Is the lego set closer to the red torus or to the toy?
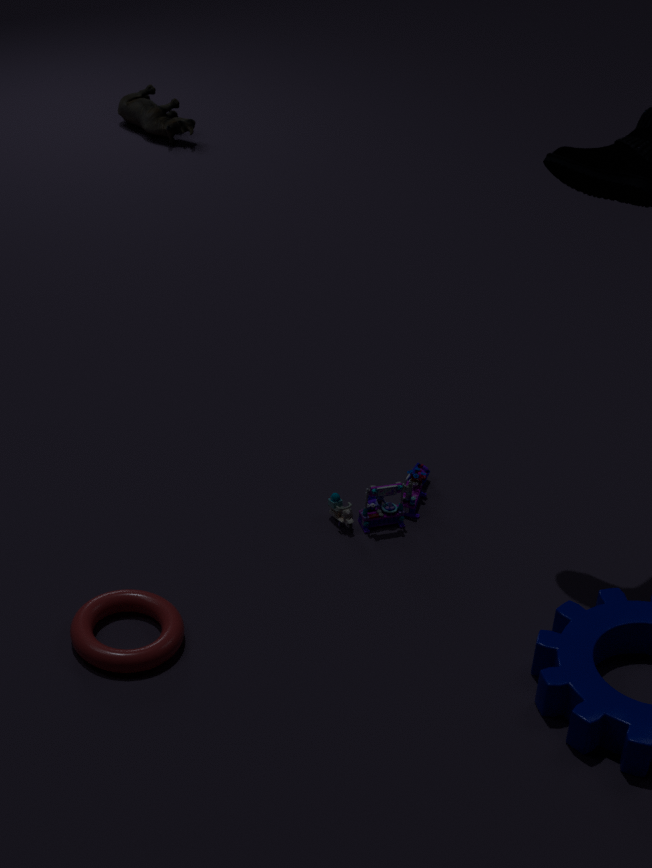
the red torus
